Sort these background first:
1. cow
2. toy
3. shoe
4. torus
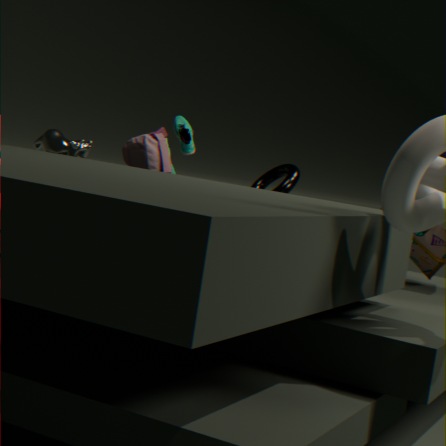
shoe
toy
torus
cow
